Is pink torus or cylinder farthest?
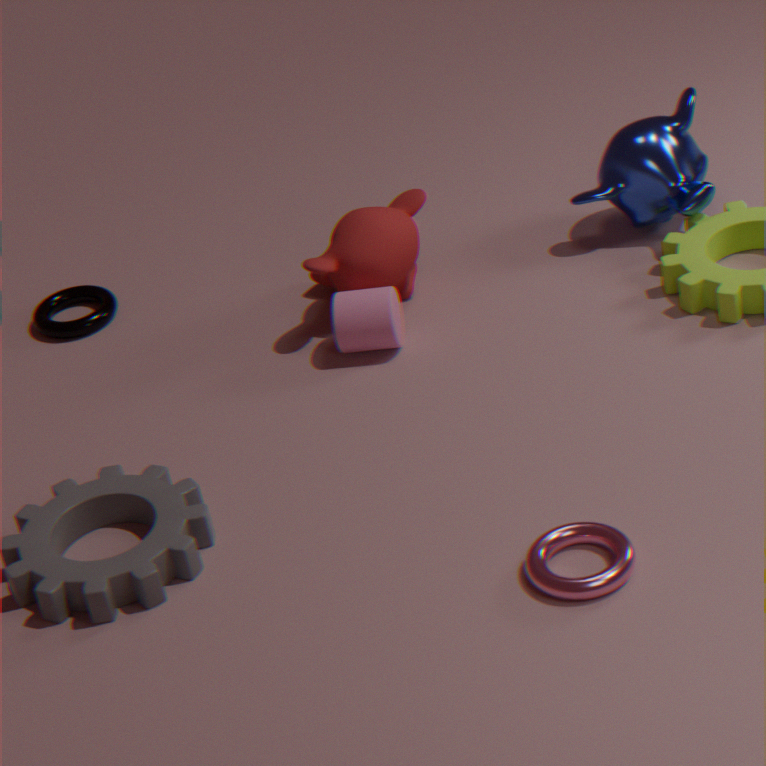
cylinder
